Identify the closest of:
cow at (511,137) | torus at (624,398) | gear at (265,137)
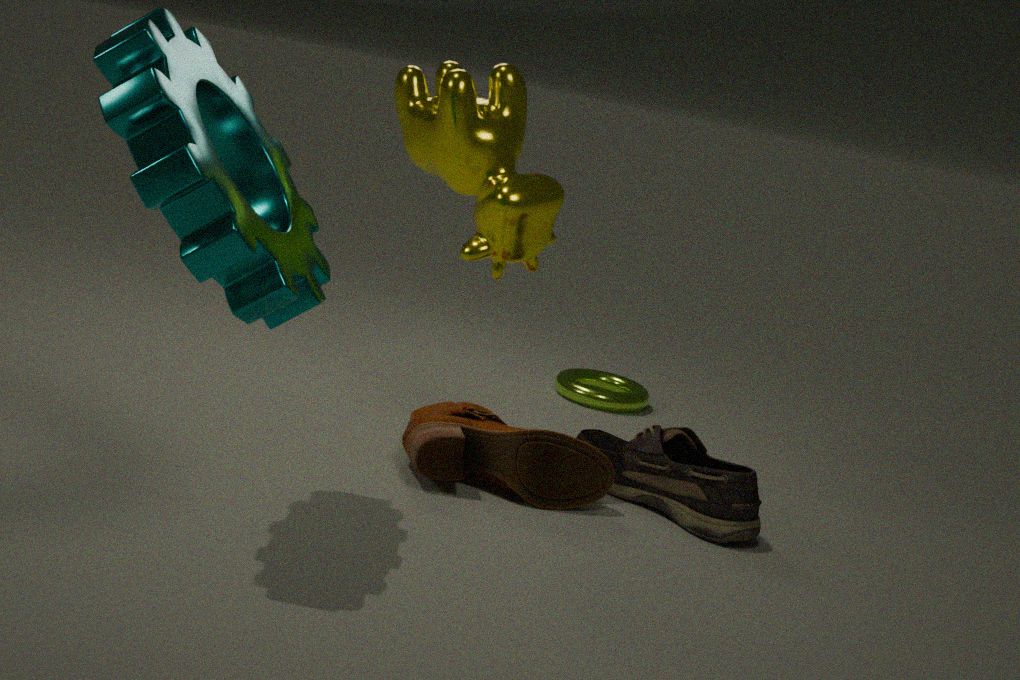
gear at (265,137)
